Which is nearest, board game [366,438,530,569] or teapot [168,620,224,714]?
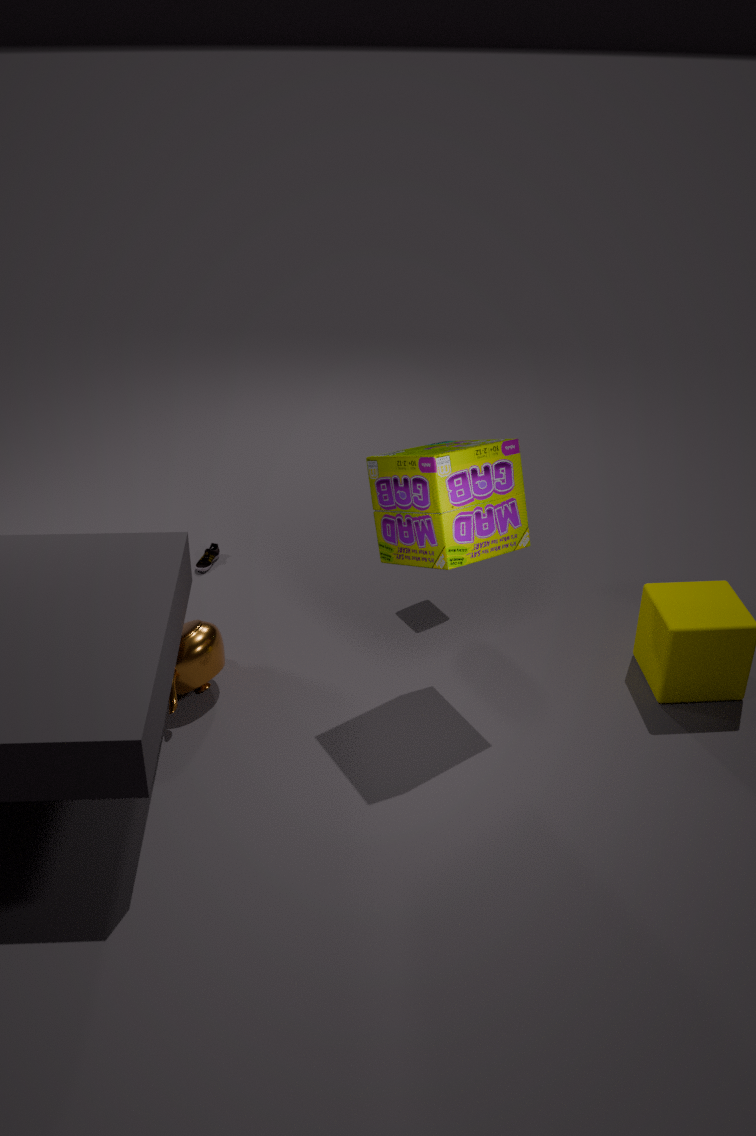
board game [366,438,530,569]
